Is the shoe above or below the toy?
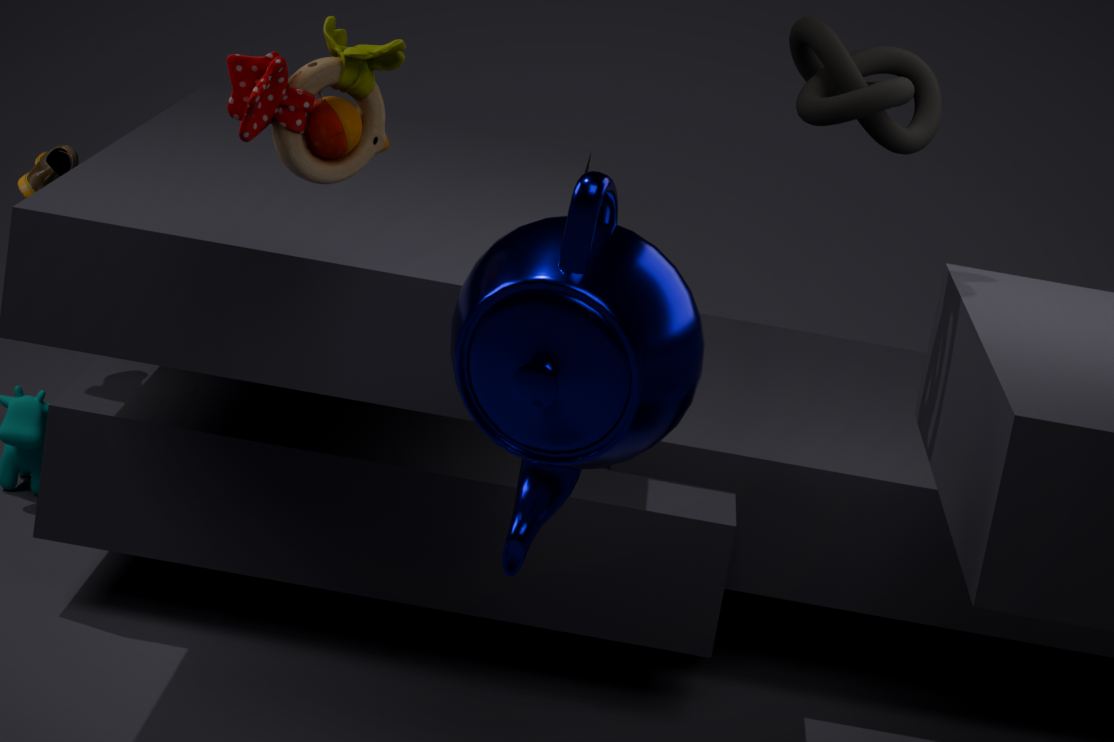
below
